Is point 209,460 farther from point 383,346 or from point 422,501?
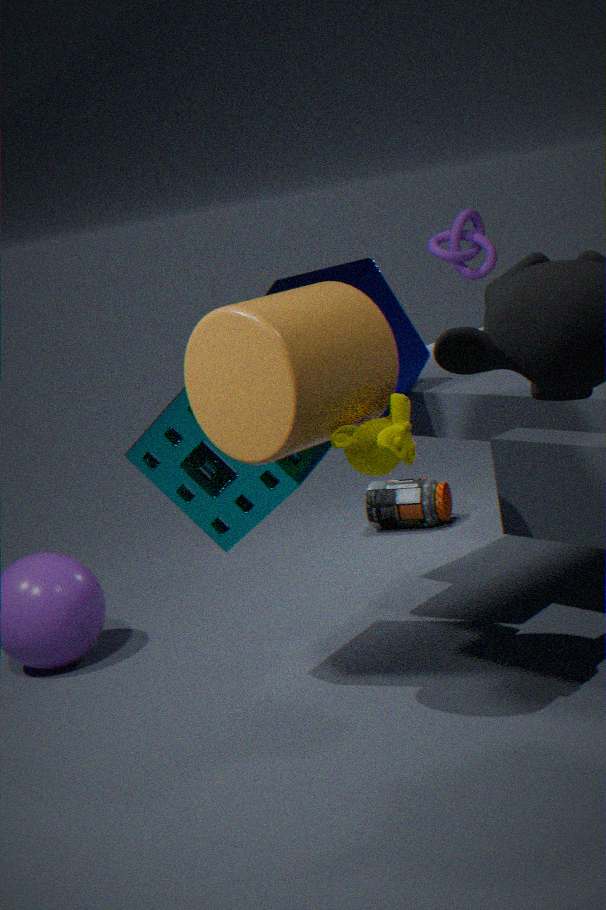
point 422,501
